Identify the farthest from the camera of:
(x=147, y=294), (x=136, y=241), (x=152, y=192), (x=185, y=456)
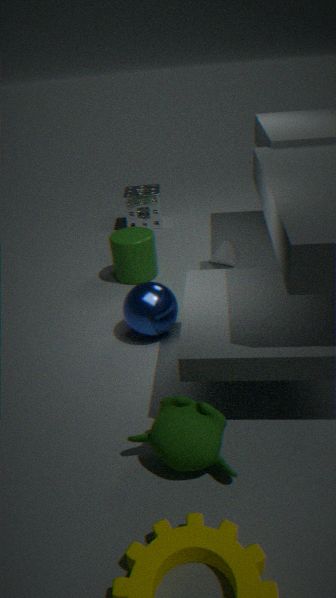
(x=152, y=192)
